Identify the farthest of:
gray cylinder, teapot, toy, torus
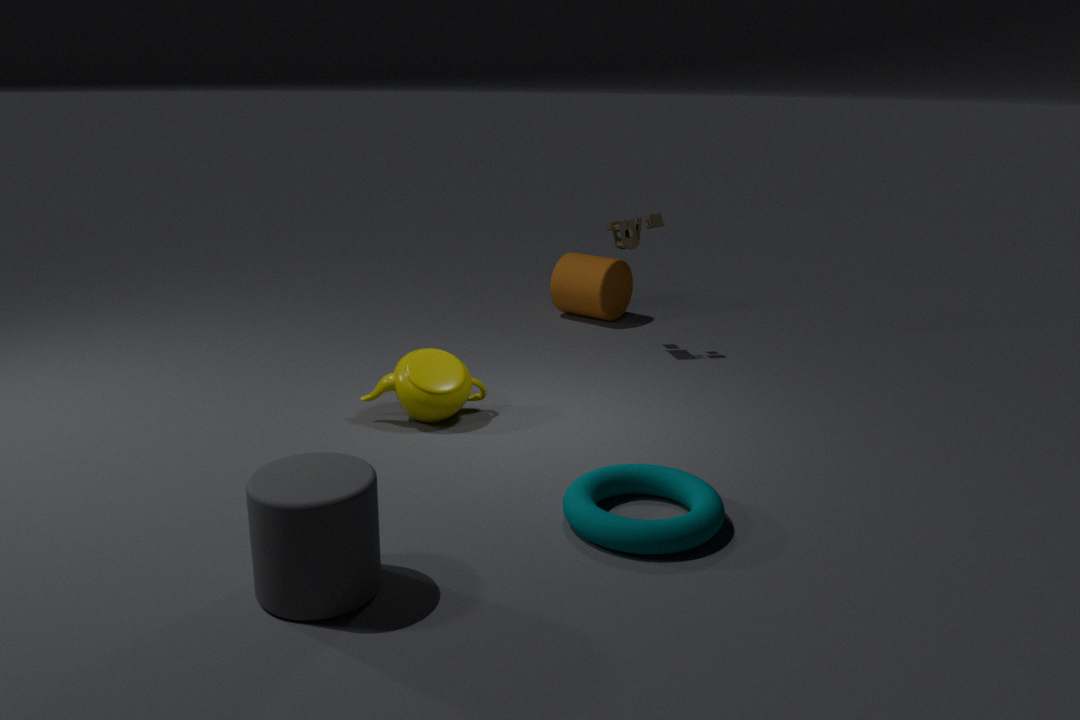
toy
